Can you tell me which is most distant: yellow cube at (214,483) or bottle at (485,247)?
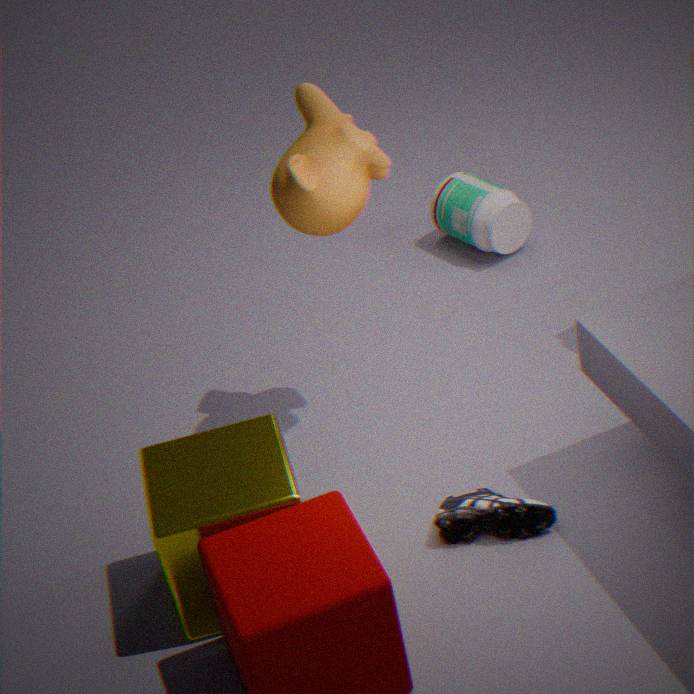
bottle at (485,247)
